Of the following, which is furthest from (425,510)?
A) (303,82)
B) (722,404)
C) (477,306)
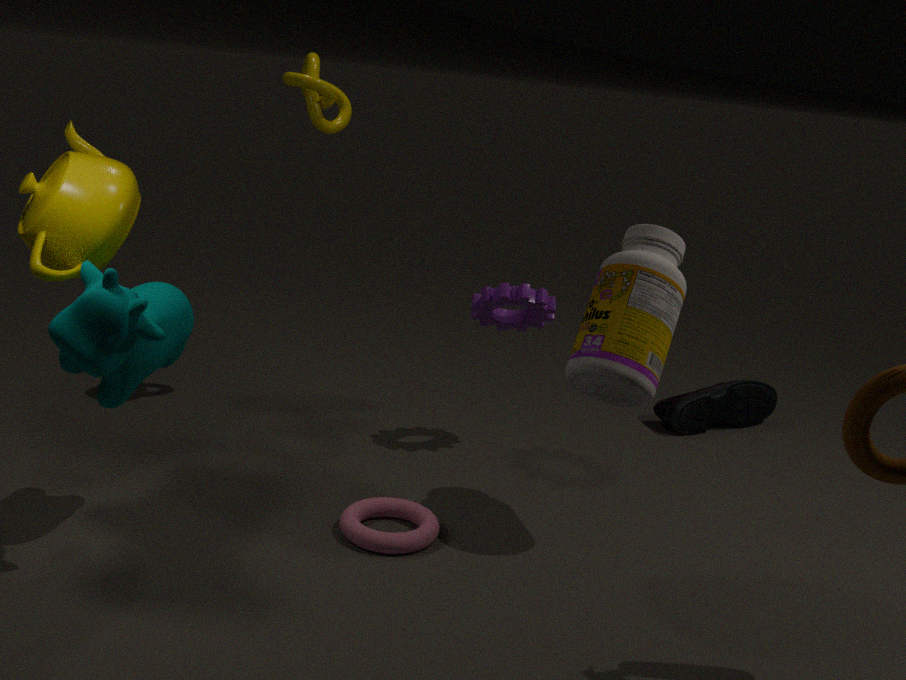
(722,404)
